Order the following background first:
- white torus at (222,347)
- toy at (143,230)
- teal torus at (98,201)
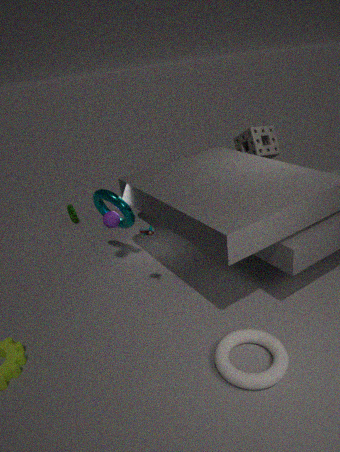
teal torus at (98,201) < toy at (143,230) < white torus at (222,347)
